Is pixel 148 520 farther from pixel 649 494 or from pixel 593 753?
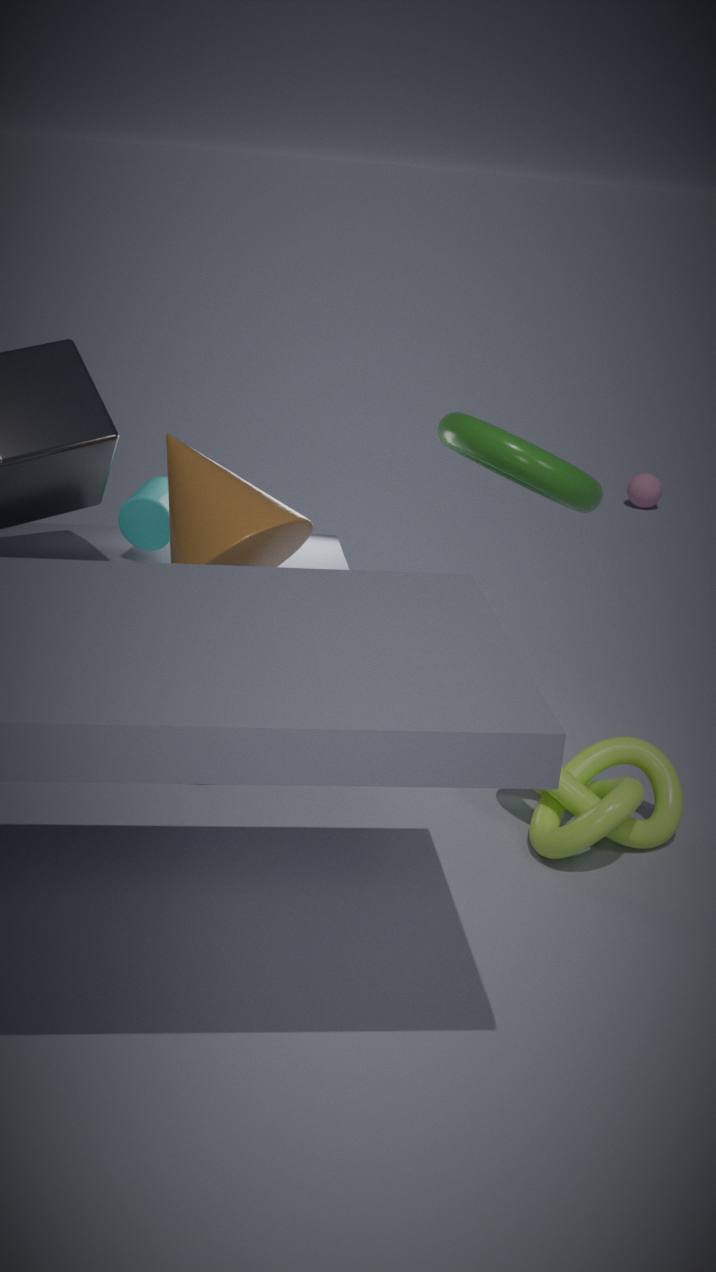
pixel 649 494
